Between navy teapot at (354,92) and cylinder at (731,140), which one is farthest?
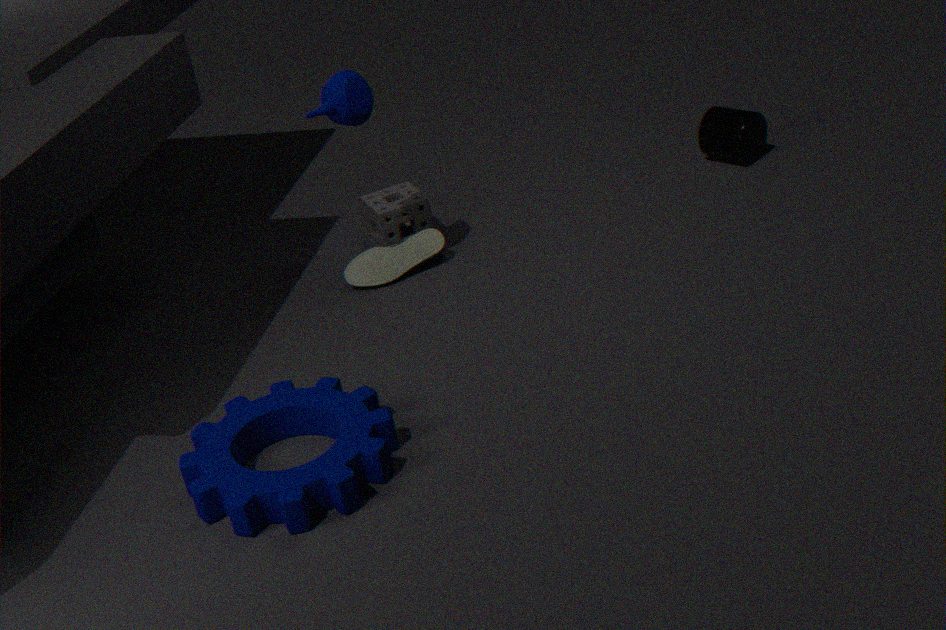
cylinder at (731,140)
